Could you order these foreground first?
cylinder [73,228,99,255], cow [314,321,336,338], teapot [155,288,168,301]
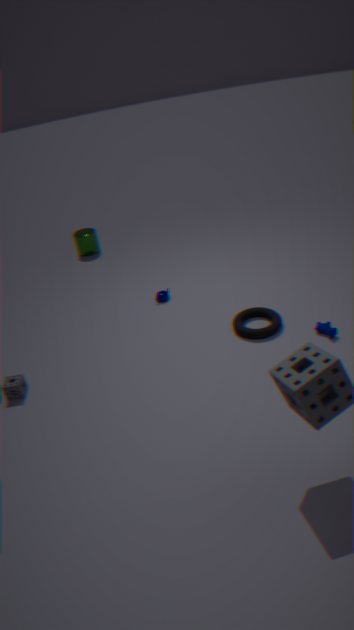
1. cow [314,321,336,338]
2. teapot [155,288,168,301]
3. cylinder [73,228,99,255]
